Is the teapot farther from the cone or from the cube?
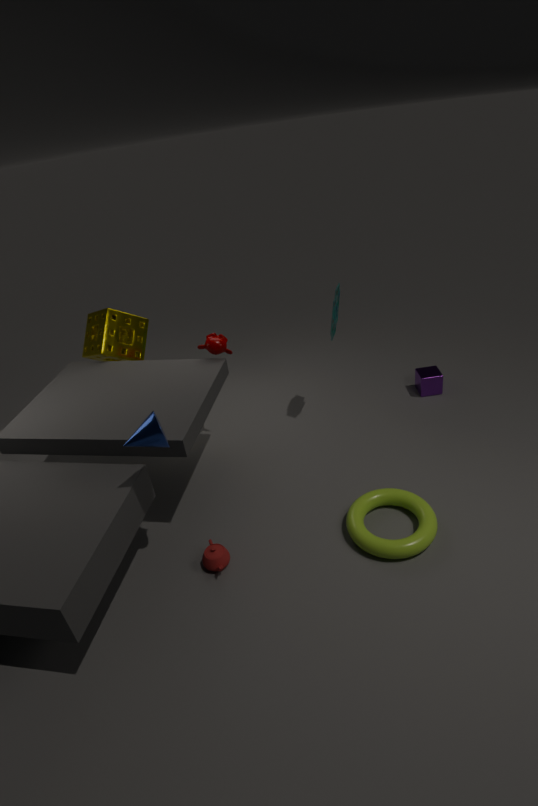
the cube
